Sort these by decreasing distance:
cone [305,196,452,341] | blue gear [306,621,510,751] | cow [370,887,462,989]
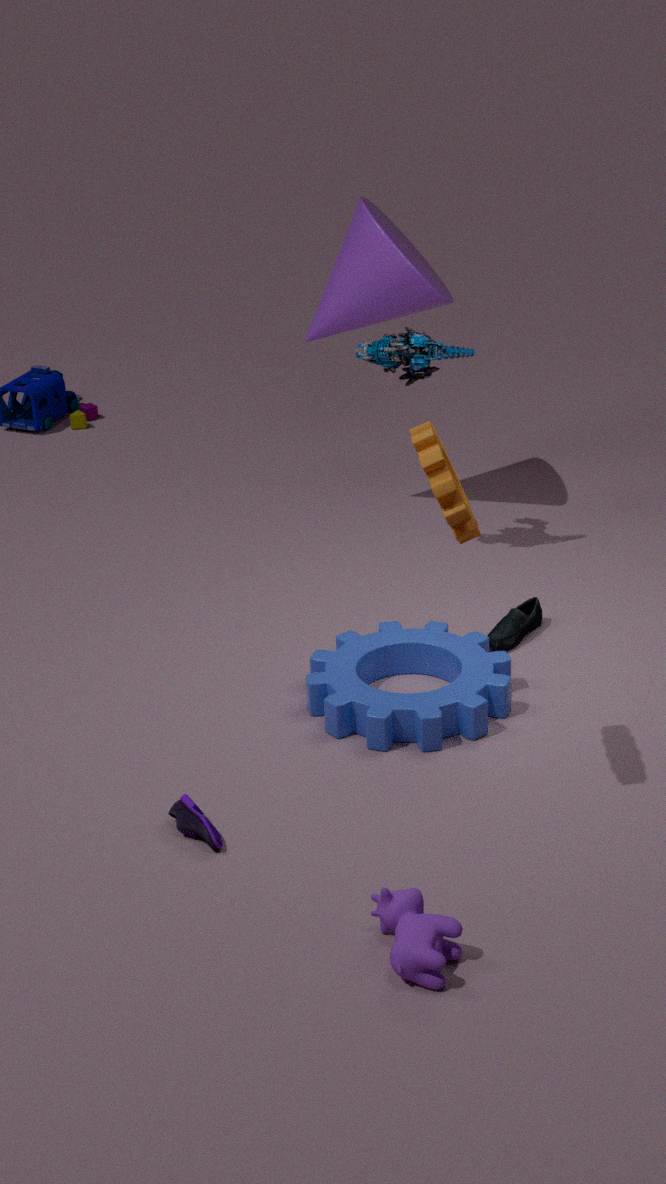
cone [305,196,452,341] → blue gear [306,621,510,751] → cow [370,887,462,989]
